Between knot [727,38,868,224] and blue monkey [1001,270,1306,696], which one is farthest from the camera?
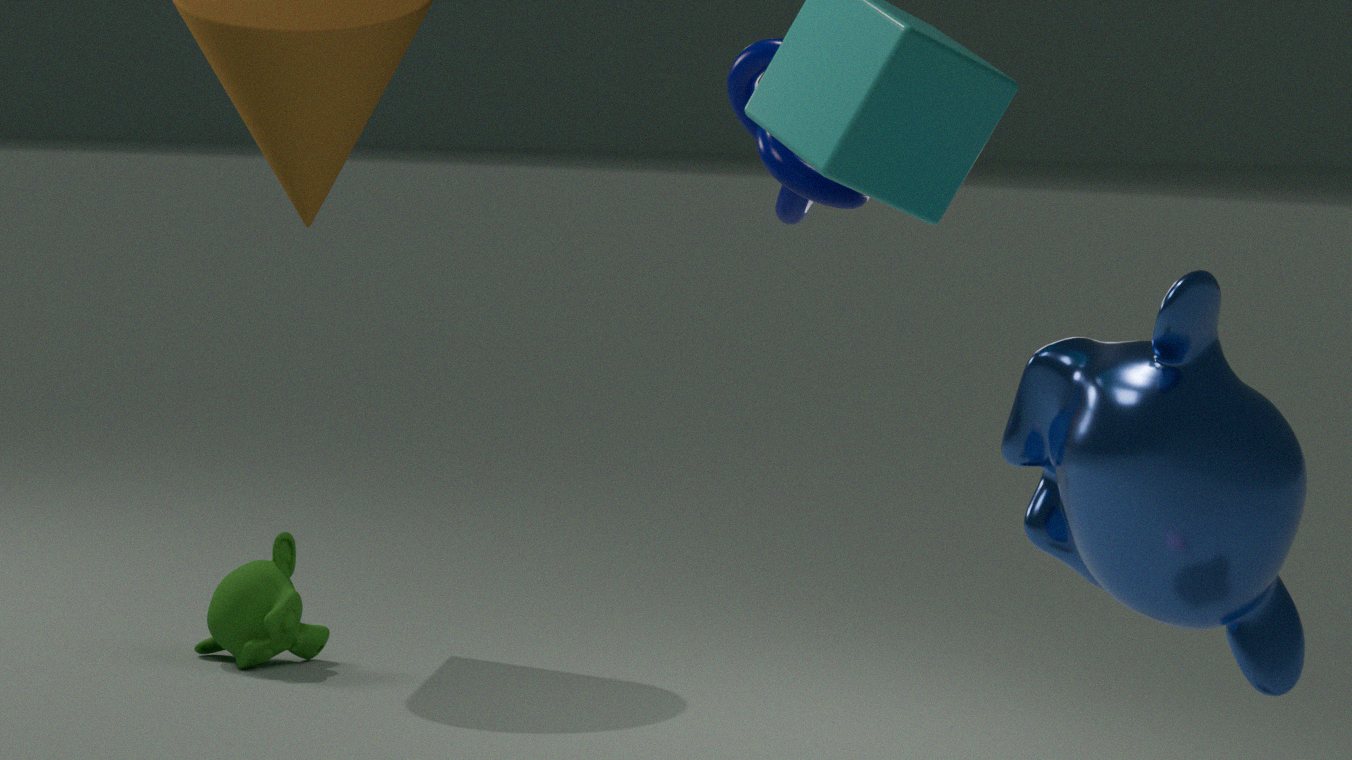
knot [727,38,868,224]
